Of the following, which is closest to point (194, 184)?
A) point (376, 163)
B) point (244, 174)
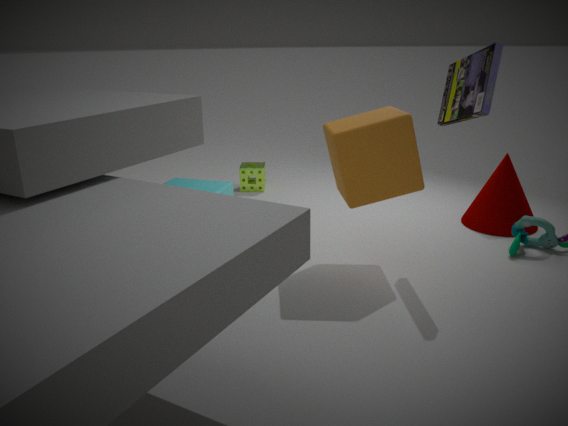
point (376, 163)
